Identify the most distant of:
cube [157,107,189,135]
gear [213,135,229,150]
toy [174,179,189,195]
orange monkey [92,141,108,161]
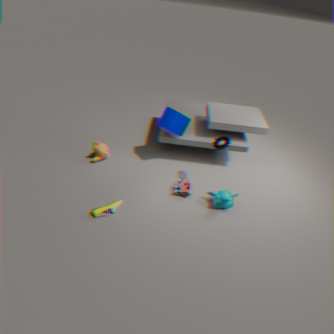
orange monkey [92,141,108,161]
